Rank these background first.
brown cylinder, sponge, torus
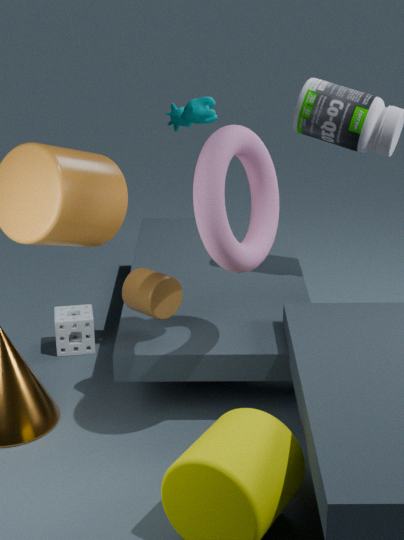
sponge < brown cylinder < torus
